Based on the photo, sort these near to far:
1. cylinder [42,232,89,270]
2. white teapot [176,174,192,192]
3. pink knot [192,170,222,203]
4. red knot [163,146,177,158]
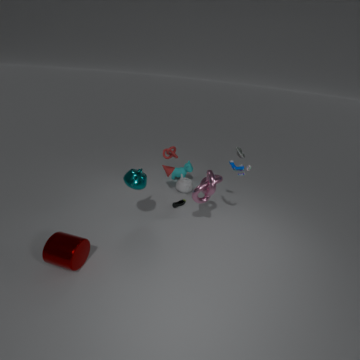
cylinder [42,232,89,270] → pink knot [192,170,222,203] → red knot [163,146,177,158] → white teapot [176,174,192,192]
